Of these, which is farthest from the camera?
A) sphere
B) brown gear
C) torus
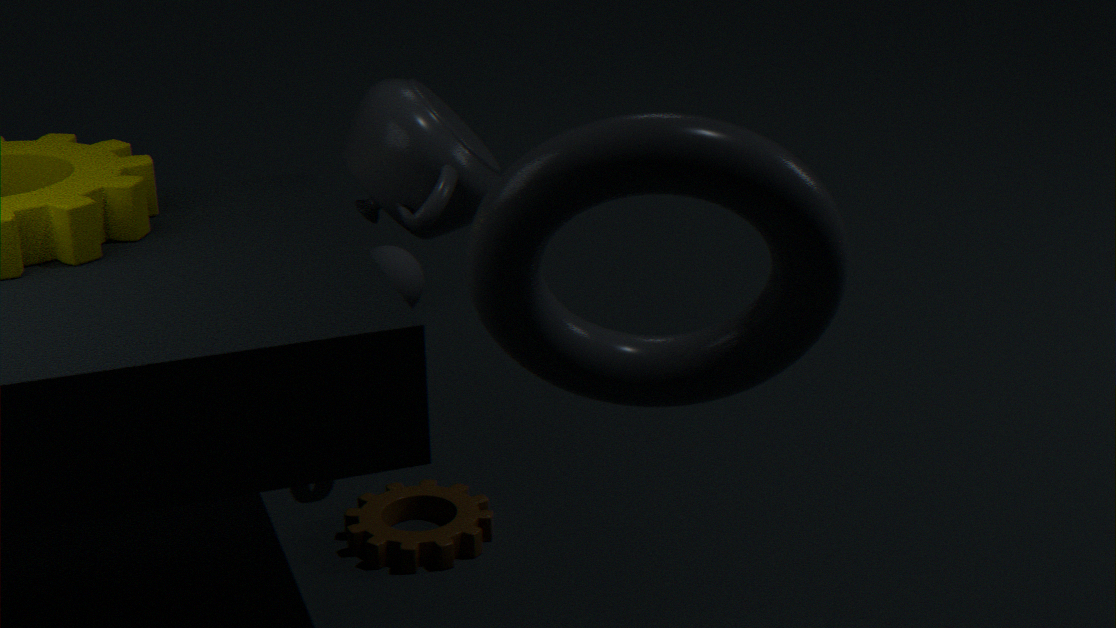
sphere
